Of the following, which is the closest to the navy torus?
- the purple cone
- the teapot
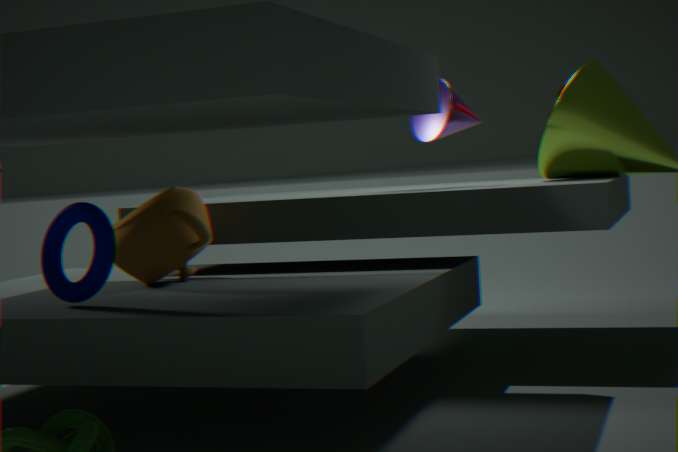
the teapot
